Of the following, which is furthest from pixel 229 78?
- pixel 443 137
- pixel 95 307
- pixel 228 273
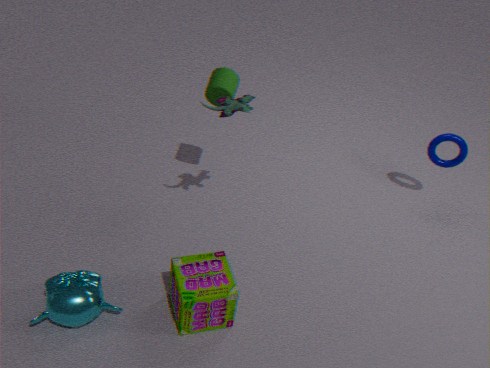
pixel 443 137
